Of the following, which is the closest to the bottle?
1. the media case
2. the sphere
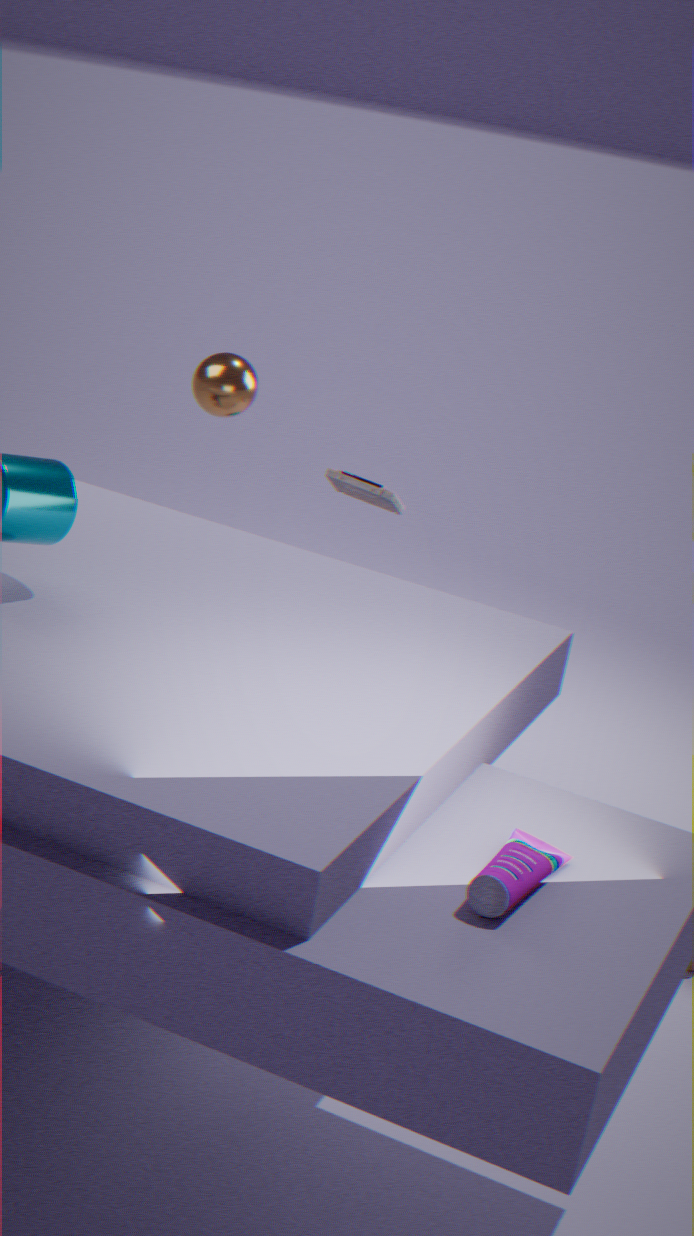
the media case
